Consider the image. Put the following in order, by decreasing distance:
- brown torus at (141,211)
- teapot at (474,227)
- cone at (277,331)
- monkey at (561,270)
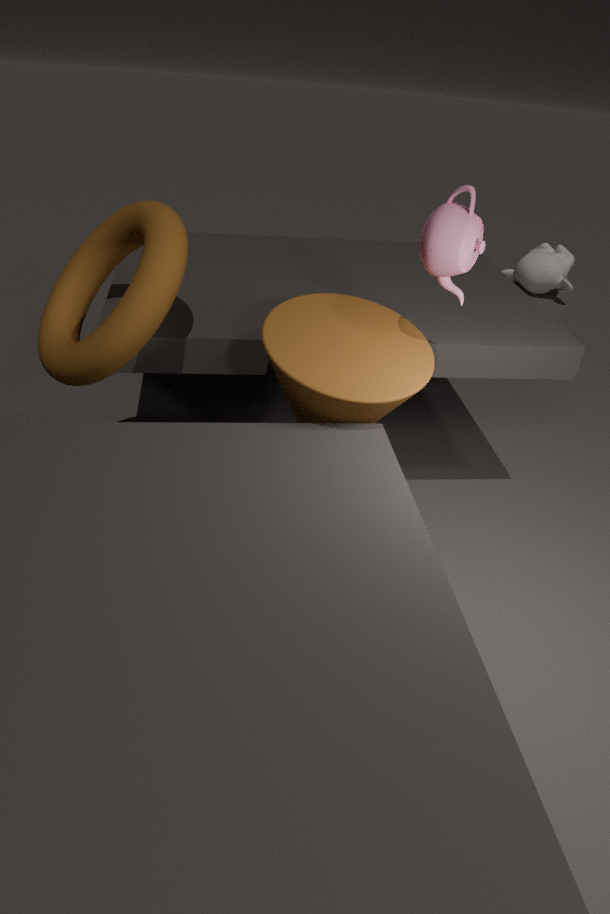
monkey at (561,270) < brown torus at (141,211) < cone at (277,331) < teapot at (474,227)
